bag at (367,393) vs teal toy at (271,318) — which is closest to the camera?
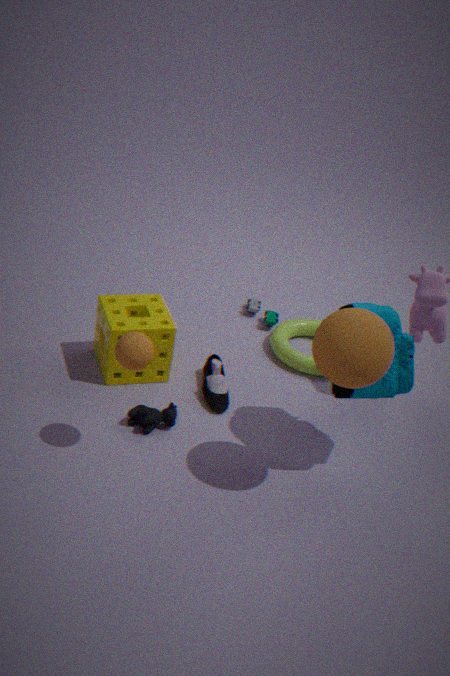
bag at (367,393)
